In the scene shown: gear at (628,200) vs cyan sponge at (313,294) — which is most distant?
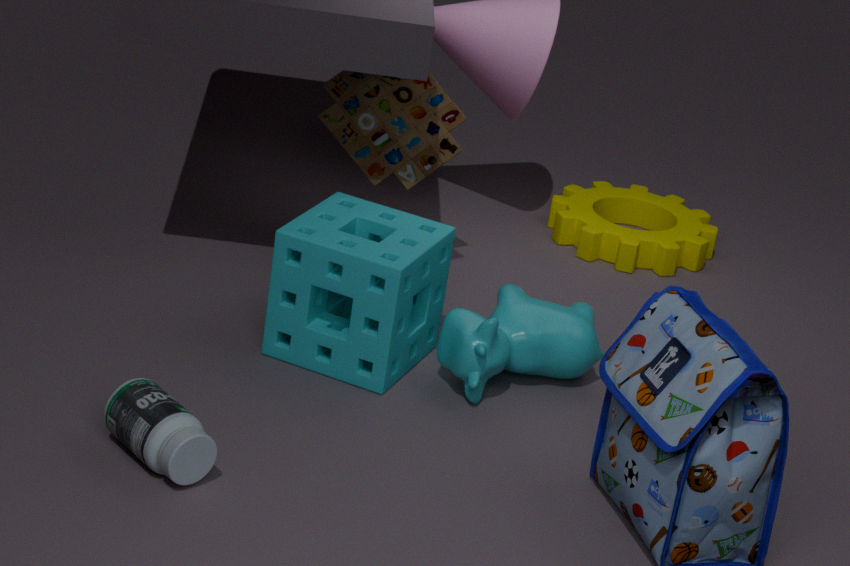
gear at (628,200)
